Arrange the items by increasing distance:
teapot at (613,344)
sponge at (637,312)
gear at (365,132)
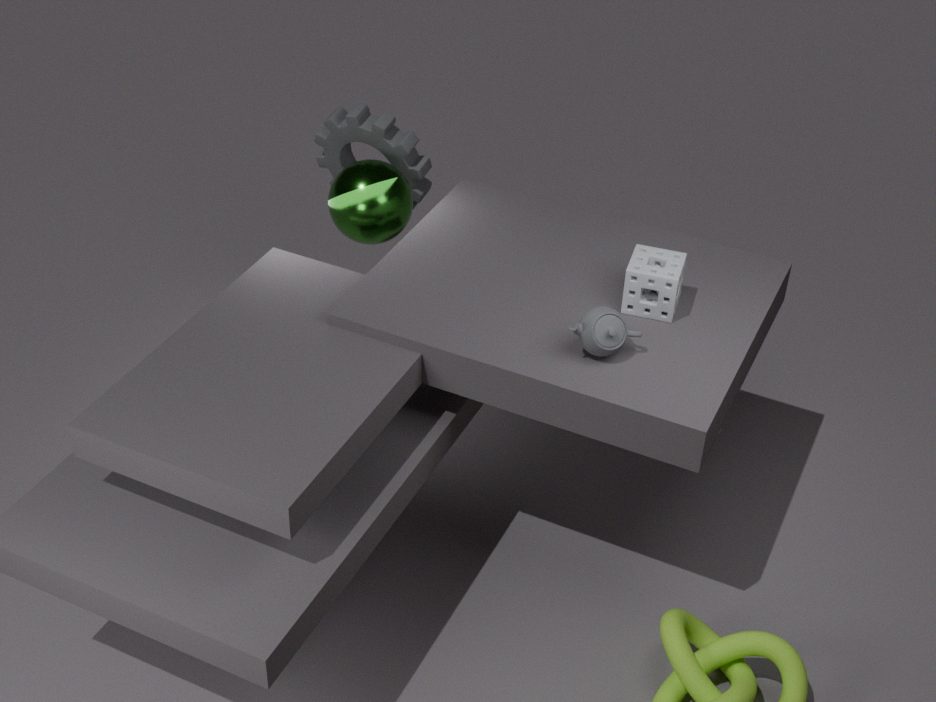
teapot at (613,344) < sponge at (637,312) < gear at (365,132)
